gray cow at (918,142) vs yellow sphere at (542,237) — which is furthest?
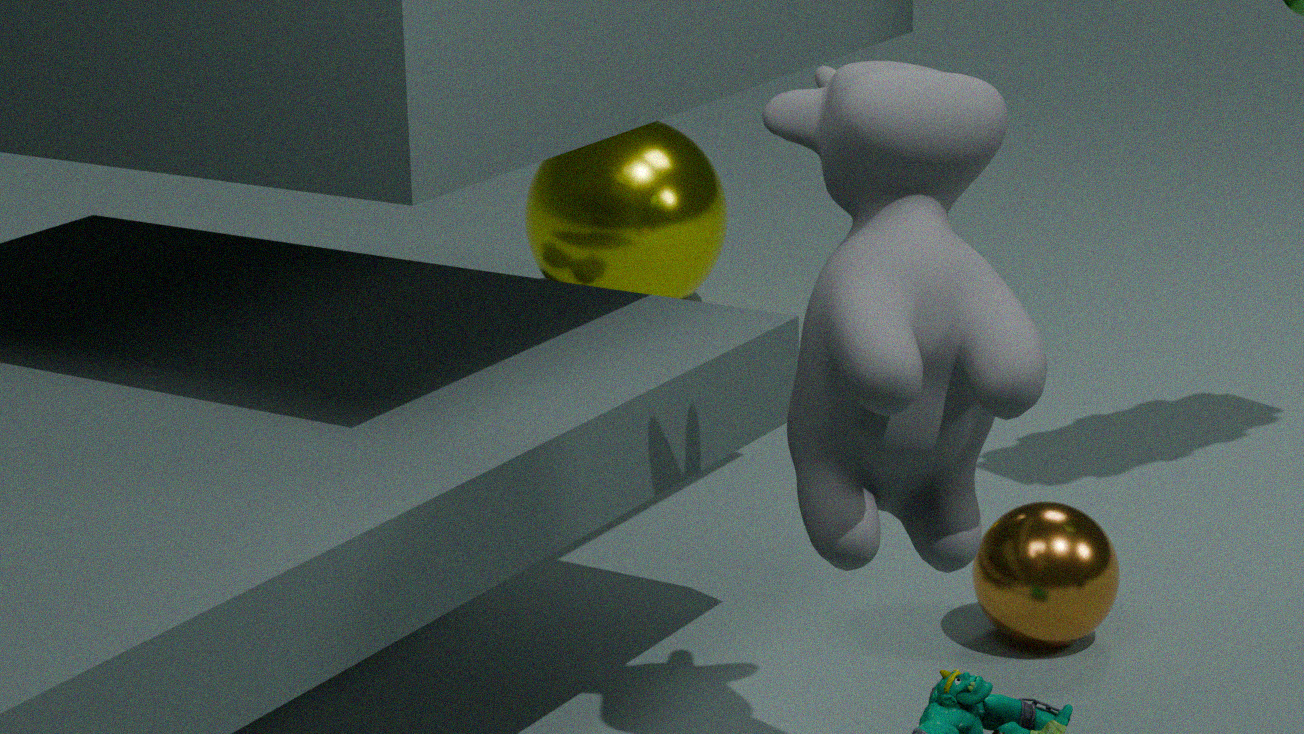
yellow sphere at (542,237)
